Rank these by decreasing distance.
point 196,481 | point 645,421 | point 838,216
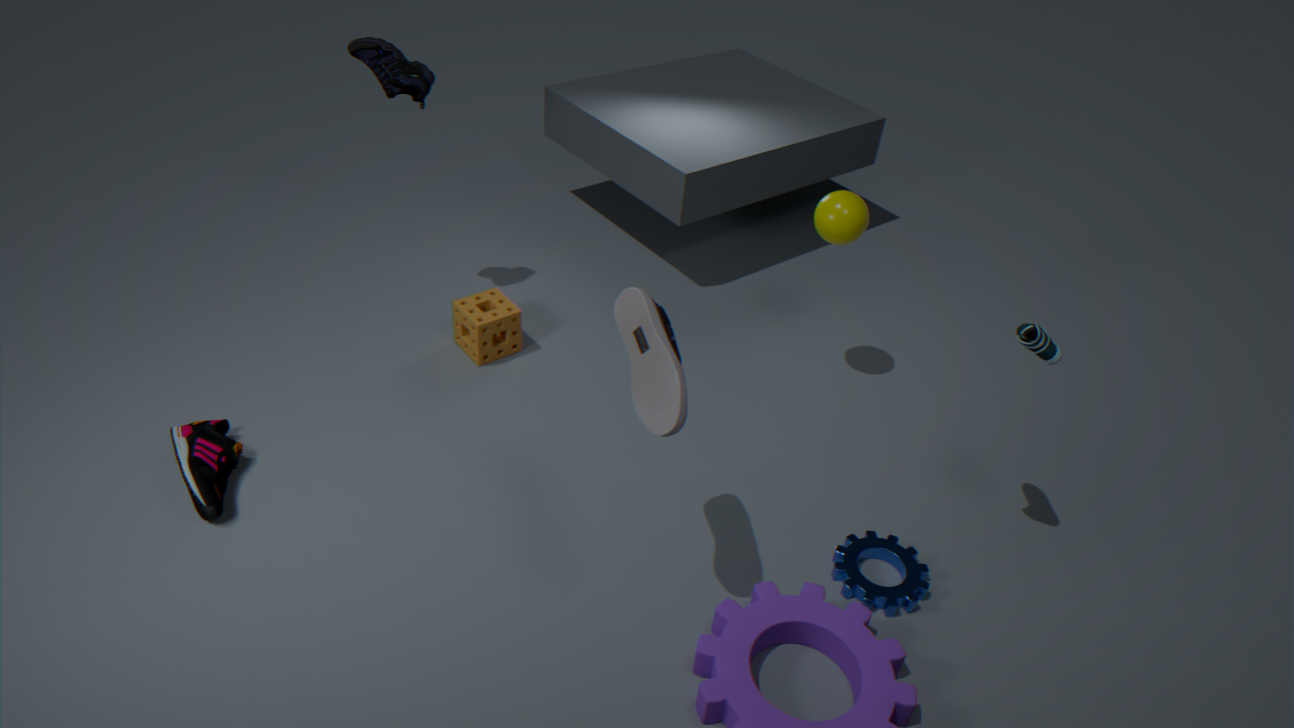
point 838,216, point 196,481, point 645,421
